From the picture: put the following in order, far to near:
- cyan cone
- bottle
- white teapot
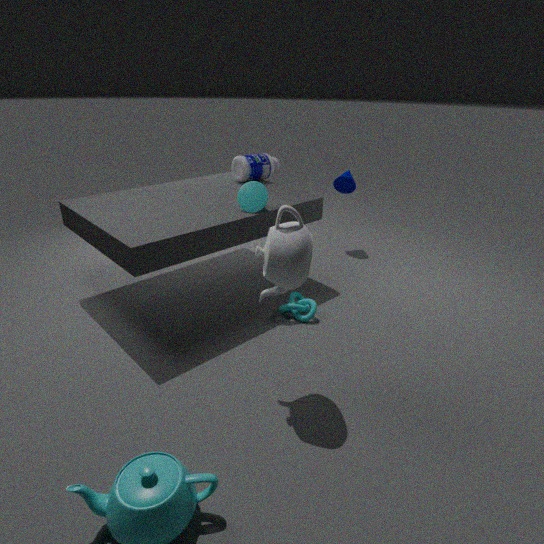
1. bottle
2. cyan cone
3. white teapot
